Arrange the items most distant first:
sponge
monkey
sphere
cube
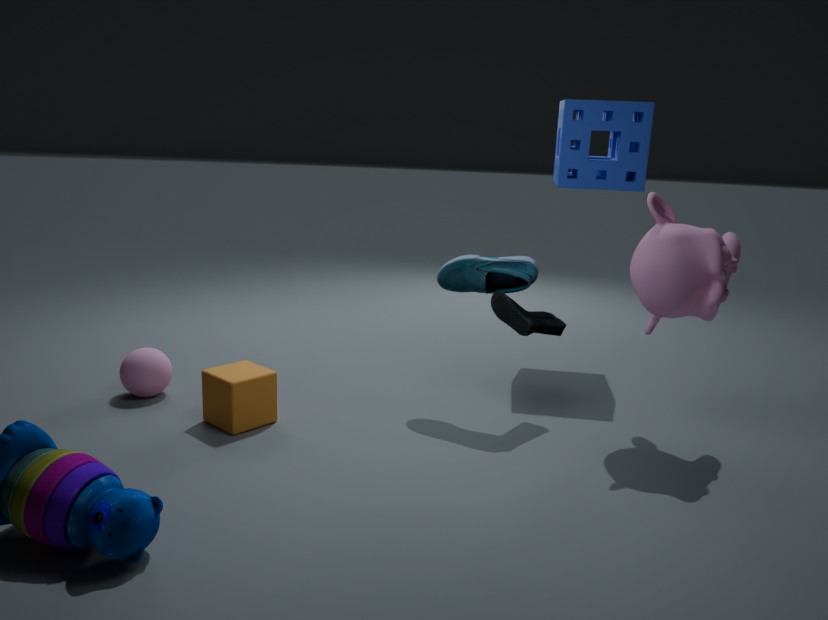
1. sponge
2. sphere
3. cube
4. monkey
